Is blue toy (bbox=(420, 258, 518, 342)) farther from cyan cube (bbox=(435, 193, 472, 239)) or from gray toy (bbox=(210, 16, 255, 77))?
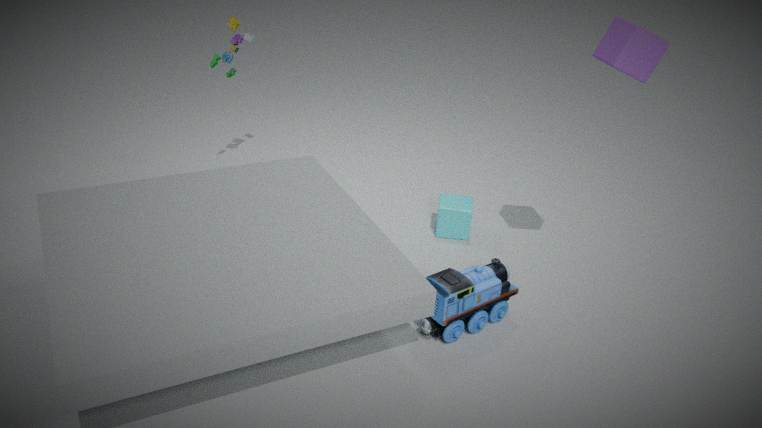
gray toy (bbox=(210, 16, 255, 77))
